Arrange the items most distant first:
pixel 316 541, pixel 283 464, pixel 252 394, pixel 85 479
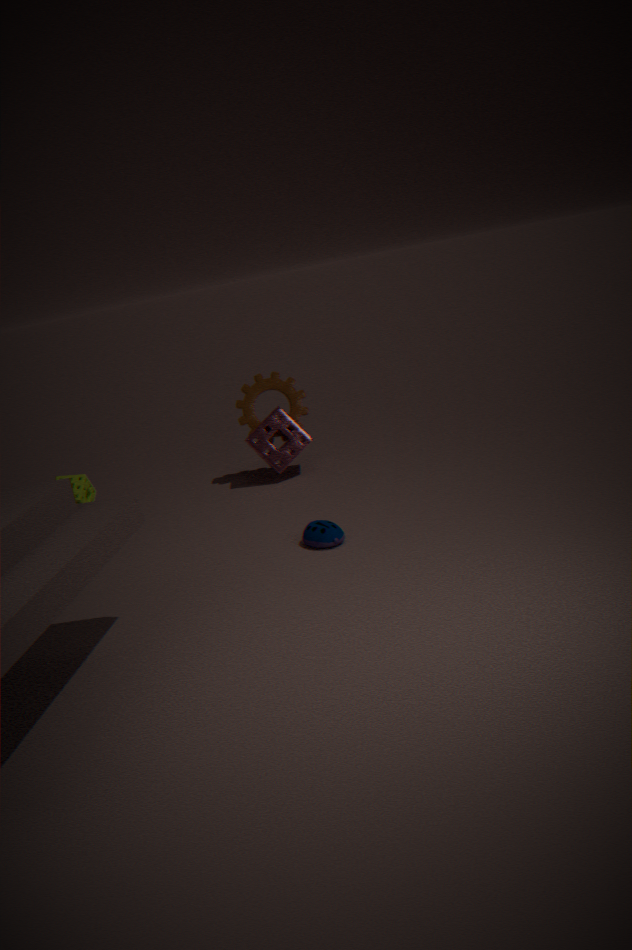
pixel 252 394 < pixel 283 464 < pixel 316 541 < pixel 85 479
